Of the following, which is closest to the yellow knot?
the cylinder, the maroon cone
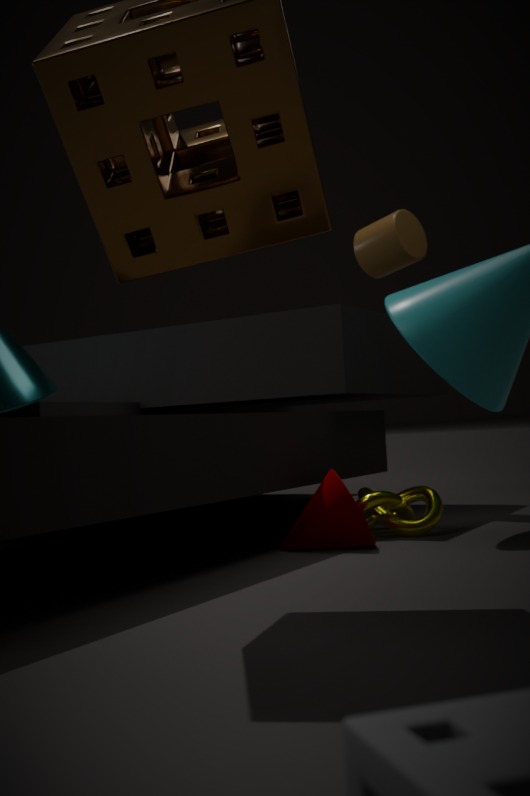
the maroon cone
